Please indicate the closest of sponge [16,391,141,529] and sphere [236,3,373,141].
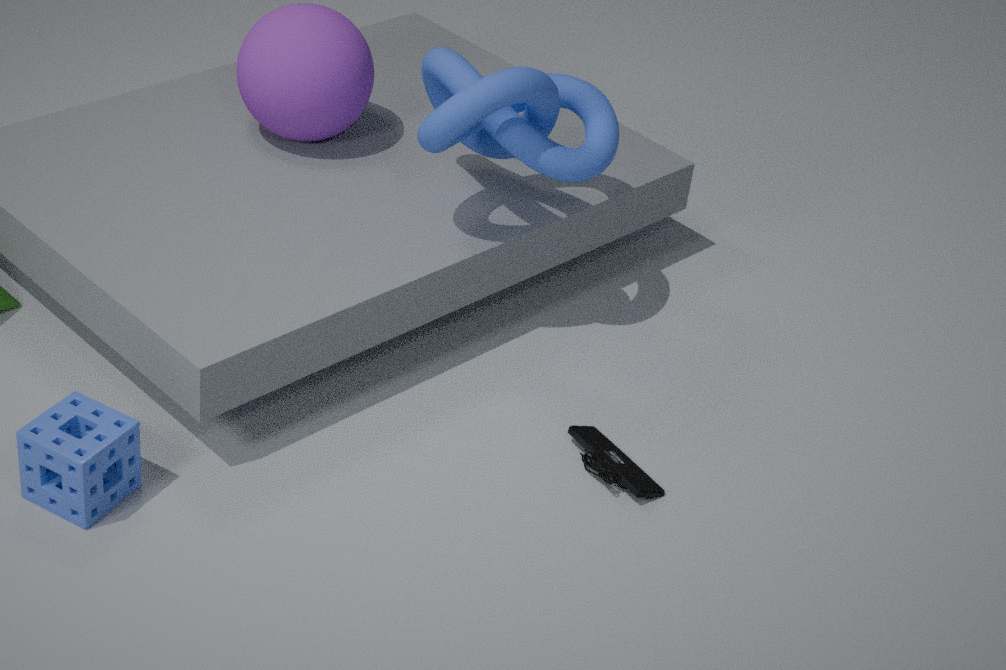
sponge [16,391,141,529]
